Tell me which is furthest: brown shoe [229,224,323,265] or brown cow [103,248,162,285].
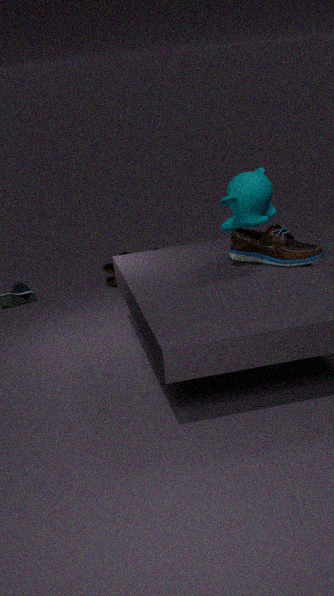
brown cow [103,248,162,285]
